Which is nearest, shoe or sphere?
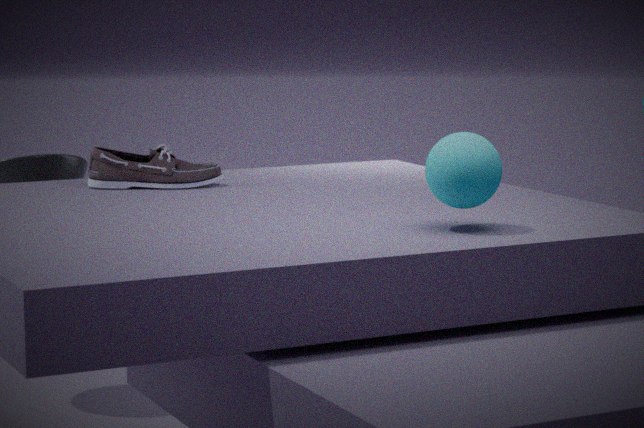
sphere
